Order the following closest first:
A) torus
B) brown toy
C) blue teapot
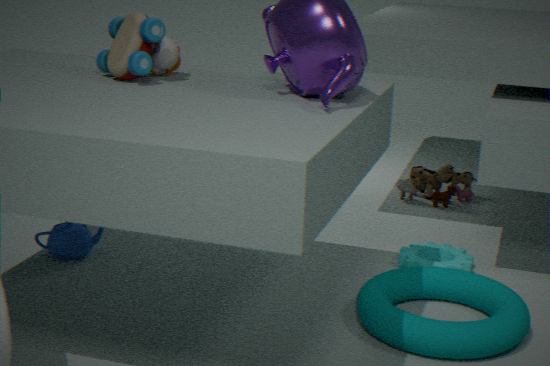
torus → blue teapot → brown toy
